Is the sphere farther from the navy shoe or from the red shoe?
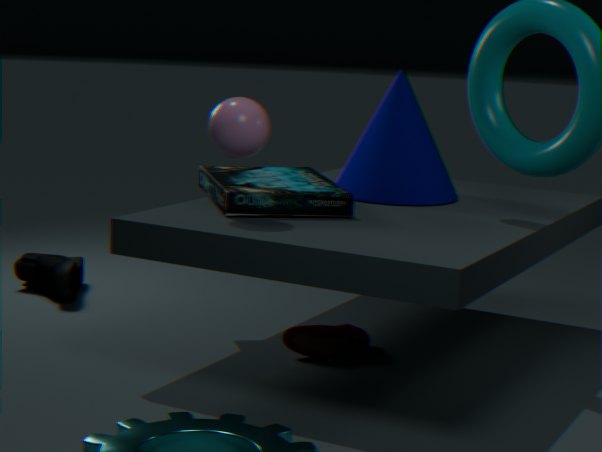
the navy shoe
